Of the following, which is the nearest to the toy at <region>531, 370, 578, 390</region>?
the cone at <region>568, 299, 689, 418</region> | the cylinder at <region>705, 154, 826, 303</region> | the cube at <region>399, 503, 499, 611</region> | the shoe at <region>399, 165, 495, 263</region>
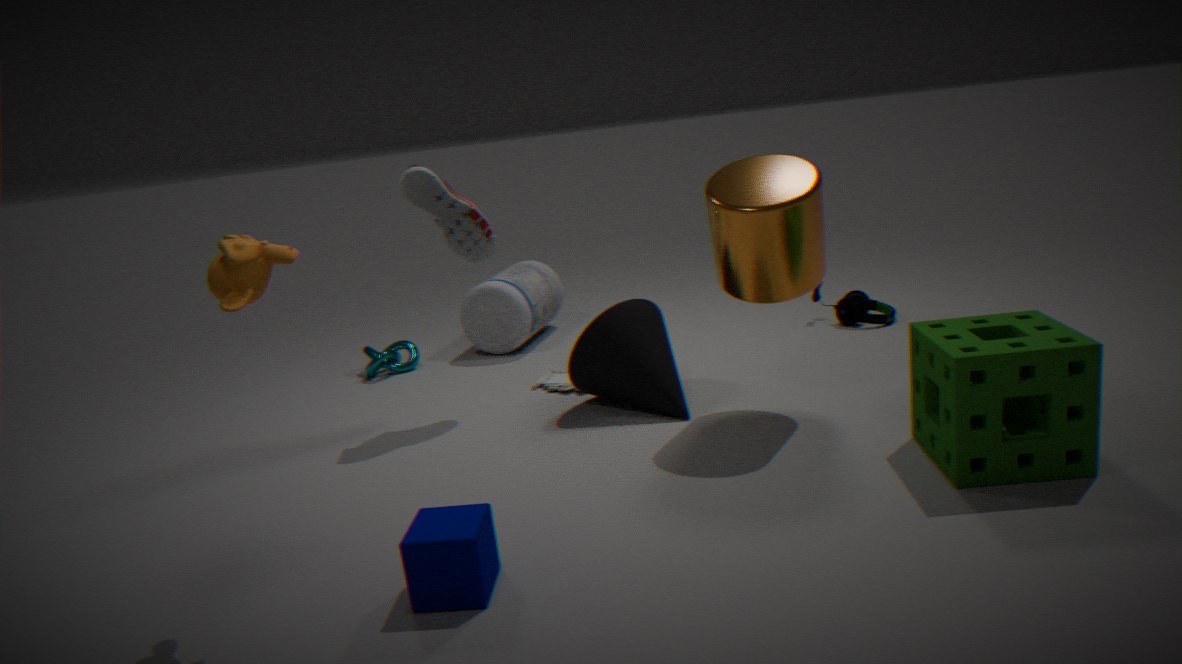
the cone at <region>568, 299, 689, 418</region>
